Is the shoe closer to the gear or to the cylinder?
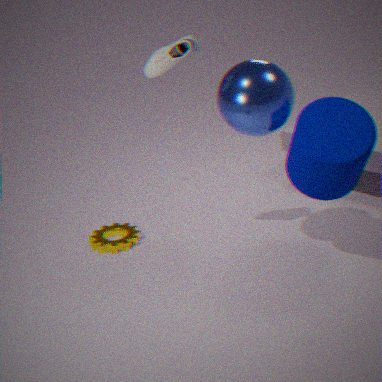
the cylinder
